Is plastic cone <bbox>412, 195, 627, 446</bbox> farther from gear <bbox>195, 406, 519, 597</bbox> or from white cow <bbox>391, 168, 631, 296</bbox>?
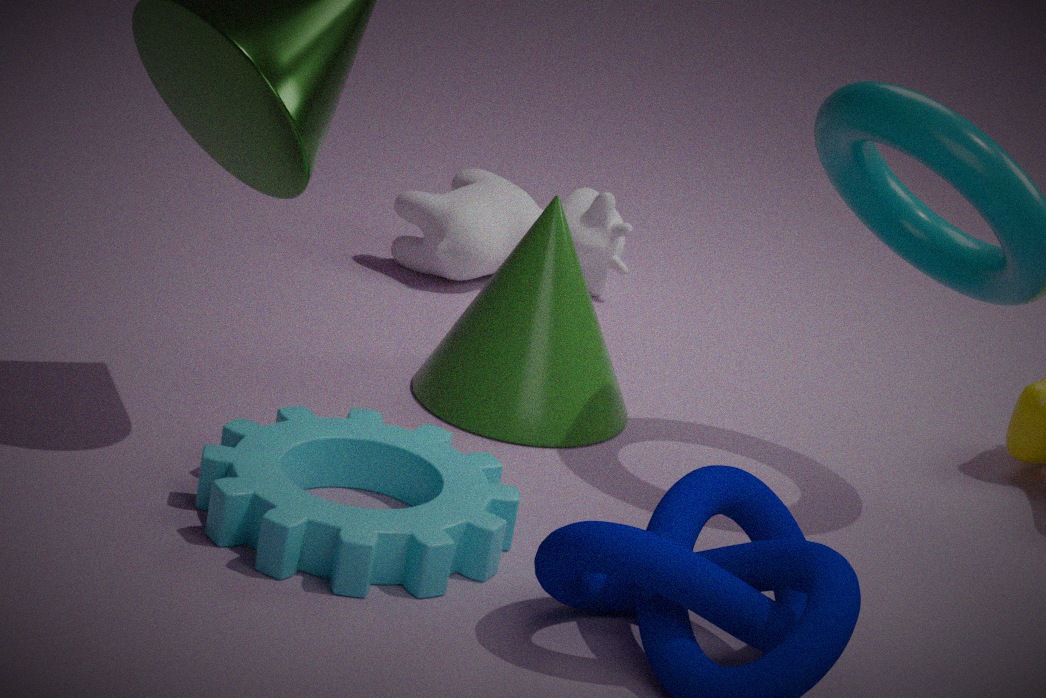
white cow <bbox>391, 168, 631, 296</bbox>
